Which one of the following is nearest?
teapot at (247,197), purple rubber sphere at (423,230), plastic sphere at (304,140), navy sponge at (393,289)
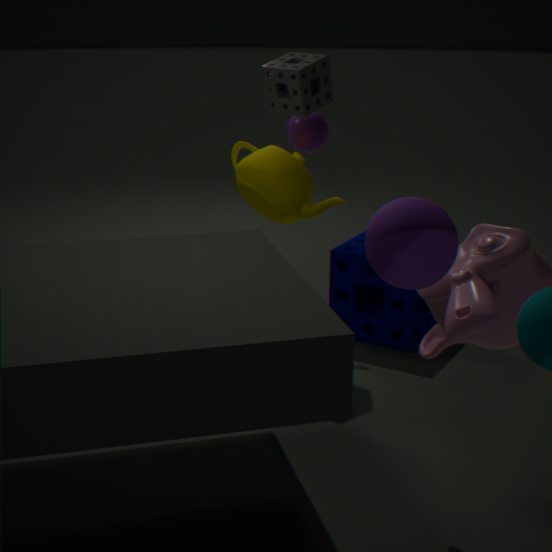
purple rubber sphere at (423,230)
